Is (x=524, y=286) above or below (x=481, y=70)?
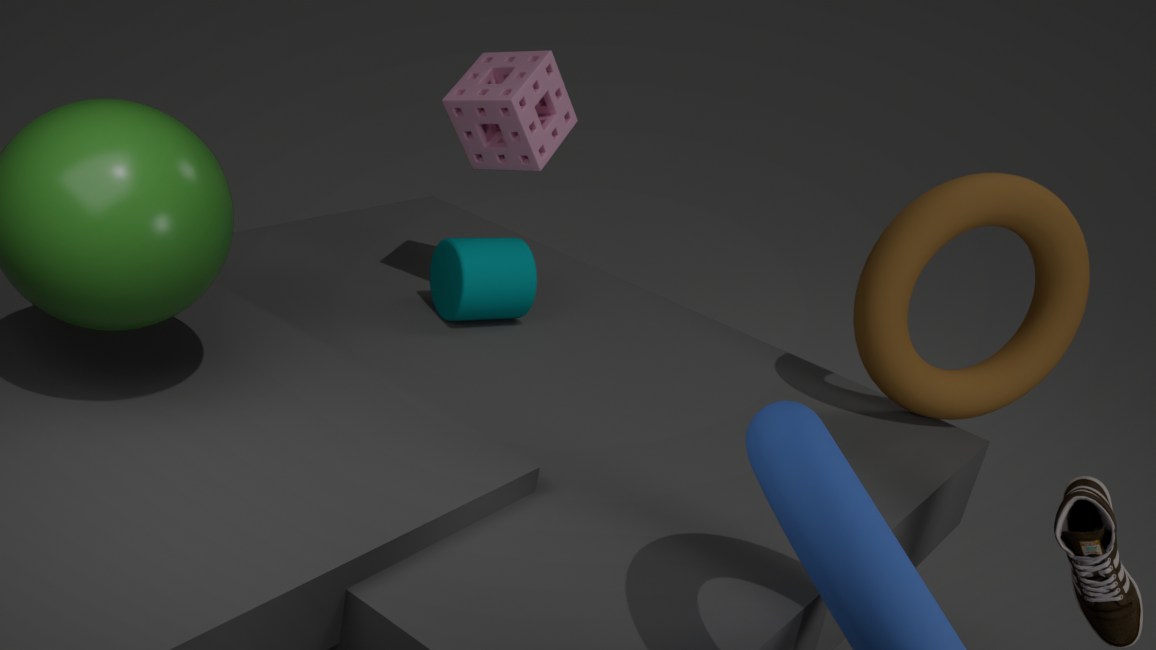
below
